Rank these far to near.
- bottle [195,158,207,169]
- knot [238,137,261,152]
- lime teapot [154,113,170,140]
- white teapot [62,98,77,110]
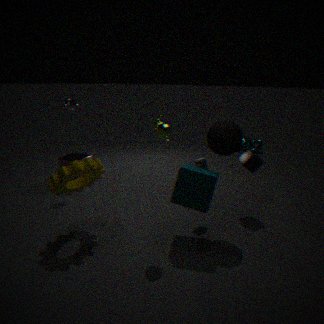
knot [238,137,261,152] < white teapot [62,98,77,110] < bottle [195,158,207,169] < lime teapot [154,113,170,140]
